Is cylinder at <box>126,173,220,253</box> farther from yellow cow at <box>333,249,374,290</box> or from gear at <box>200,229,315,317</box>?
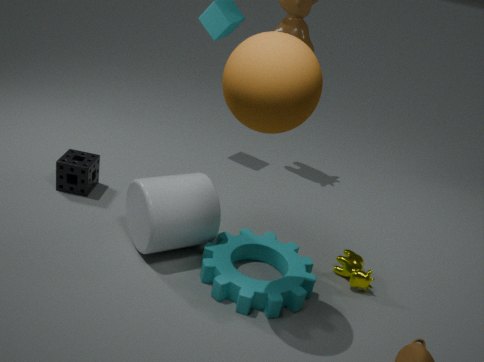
yellow cow at <box>333,249,374,290</box>
